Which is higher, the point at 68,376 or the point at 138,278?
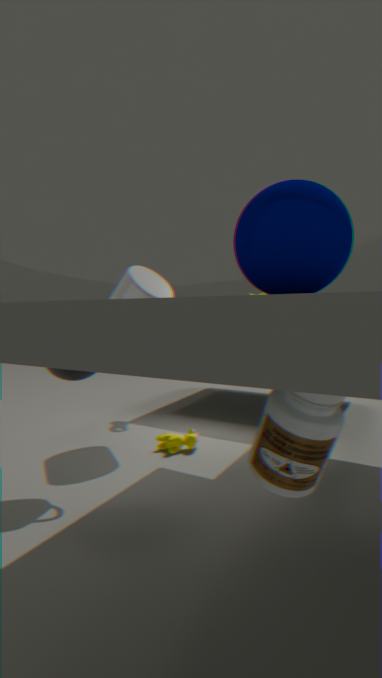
the point at 138,278
